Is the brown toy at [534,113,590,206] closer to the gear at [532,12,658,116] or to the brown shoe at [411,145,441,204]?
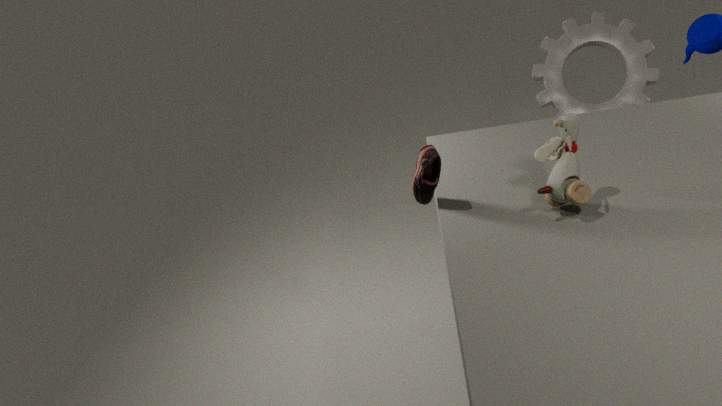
the brown shoe at [411,145,441,204]
